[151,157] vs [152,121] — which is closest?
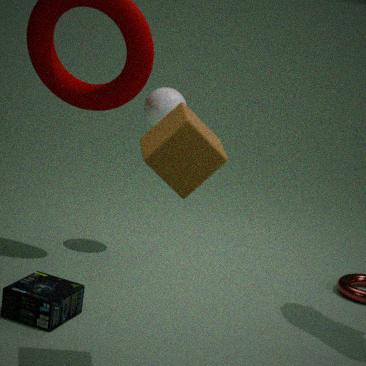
[151,157]
